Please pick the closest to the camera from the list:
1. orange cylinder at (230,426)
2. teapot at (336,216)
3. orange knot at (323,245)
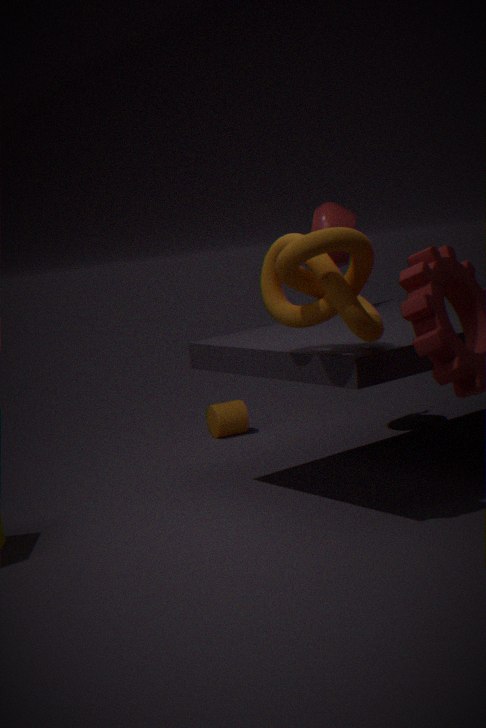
orange knot at (323,245)
